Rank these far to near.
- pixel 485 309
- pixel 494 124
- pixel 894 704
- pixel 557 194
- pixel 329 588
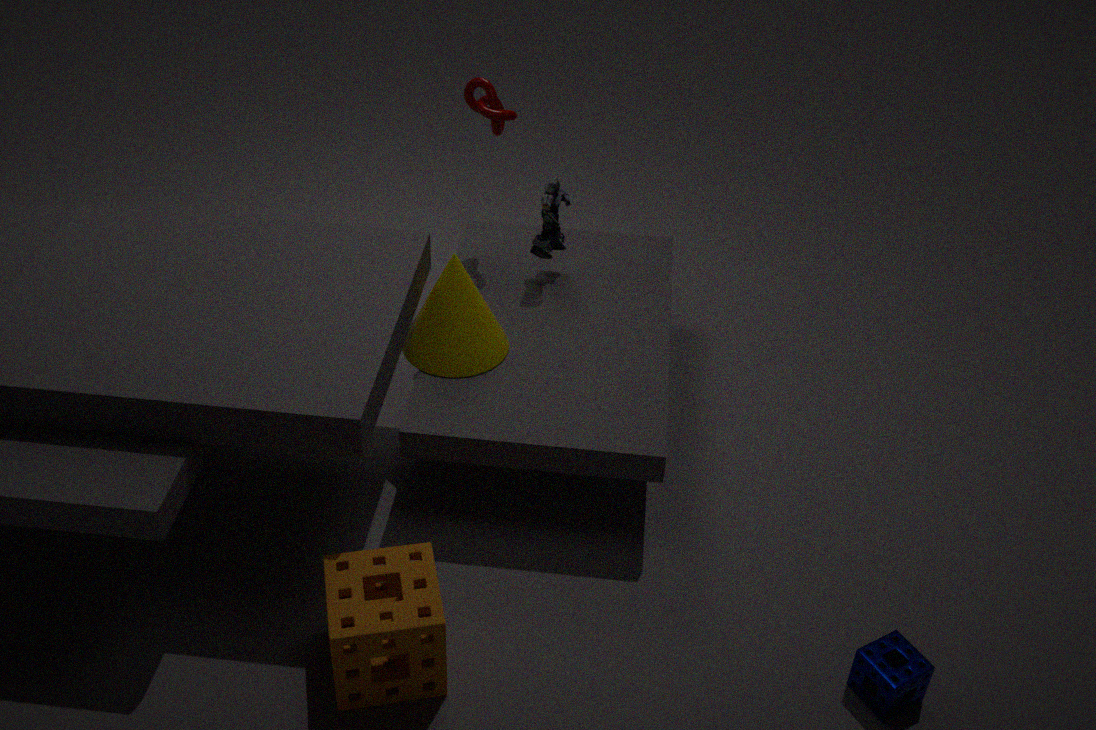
pixel 494 124 < pixel 557 194 < pixel 485 309 < pixel 894 704 < pixel 329 588
